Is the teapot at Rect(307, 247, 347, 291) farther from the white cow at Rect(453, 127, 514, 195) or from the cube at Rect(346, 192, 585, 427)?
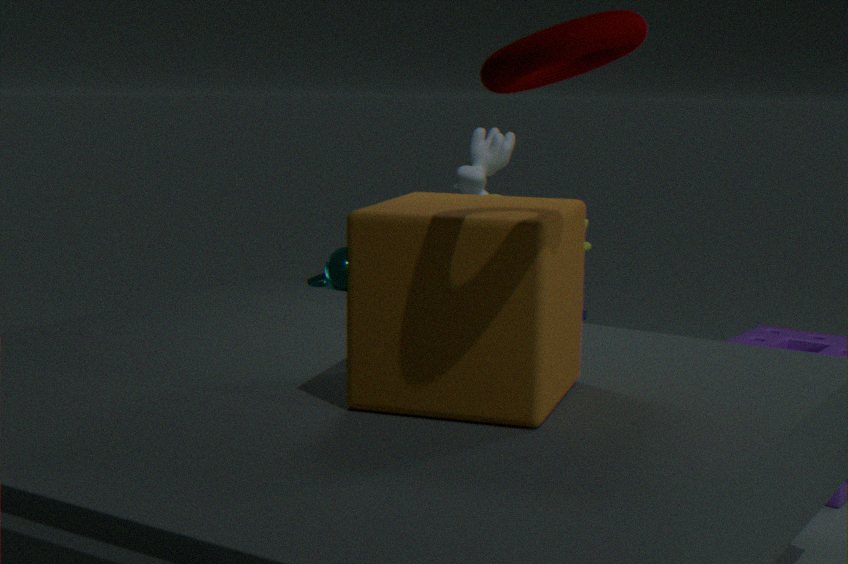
the cube at Rect(346, 192, 585, 427)
